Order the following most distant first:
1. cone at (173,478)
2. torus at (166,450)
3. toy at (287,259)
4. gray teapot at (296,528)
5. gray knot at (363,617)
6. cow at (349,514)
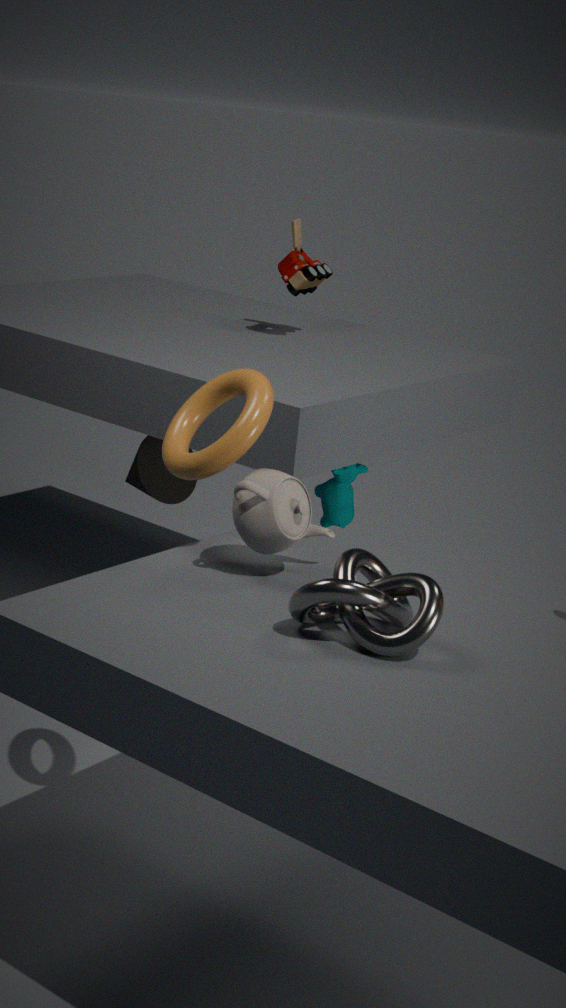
cow at (349,514), cone at (173,478), toy at (287,259), torus at (166,450), gray teapot at (296,528), gray knot at (363,617)
